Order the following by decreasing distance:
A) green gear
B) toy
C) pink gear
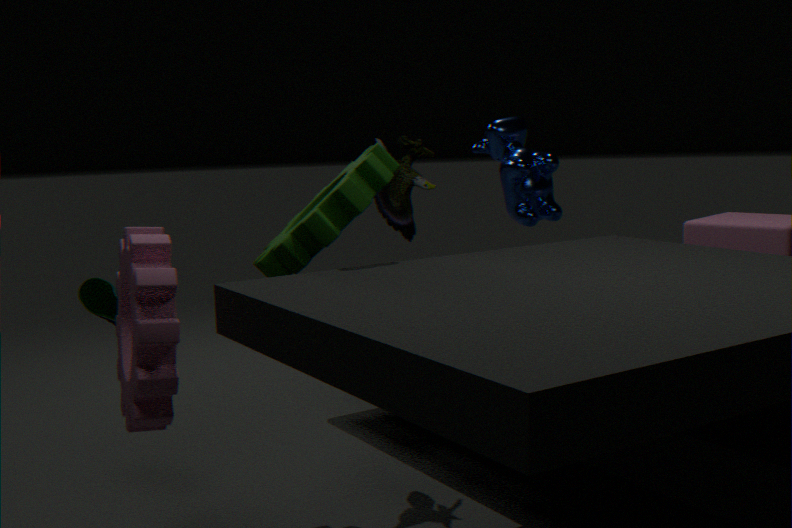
toy, green gear, pink gear
